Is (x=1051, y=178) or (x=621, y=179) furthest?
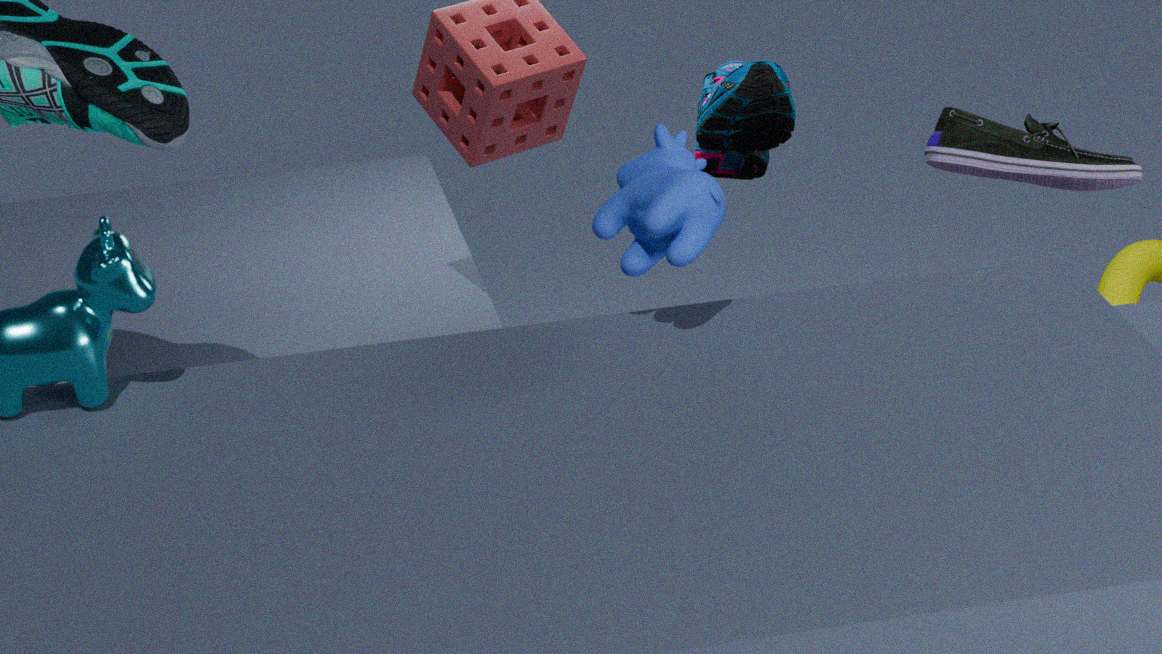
(x=1051, y=178)
